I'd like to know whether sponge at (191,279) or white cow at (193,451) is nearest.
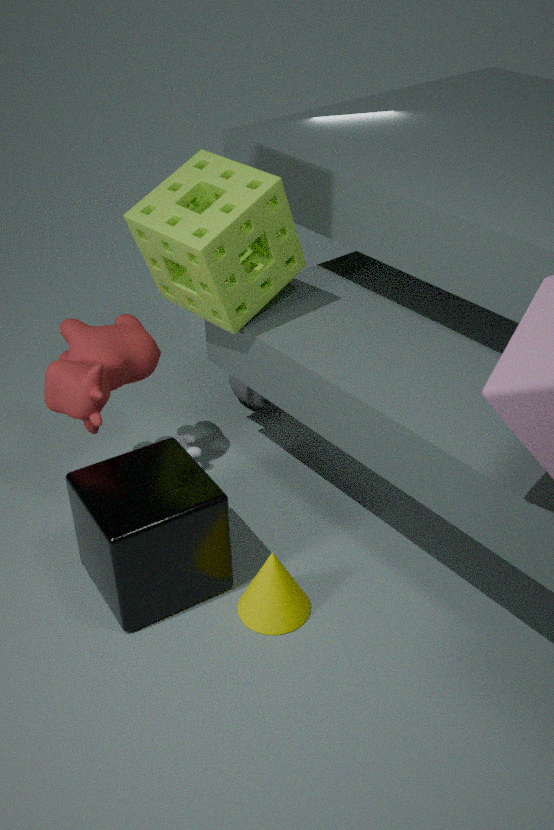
sponge at (191,279)
